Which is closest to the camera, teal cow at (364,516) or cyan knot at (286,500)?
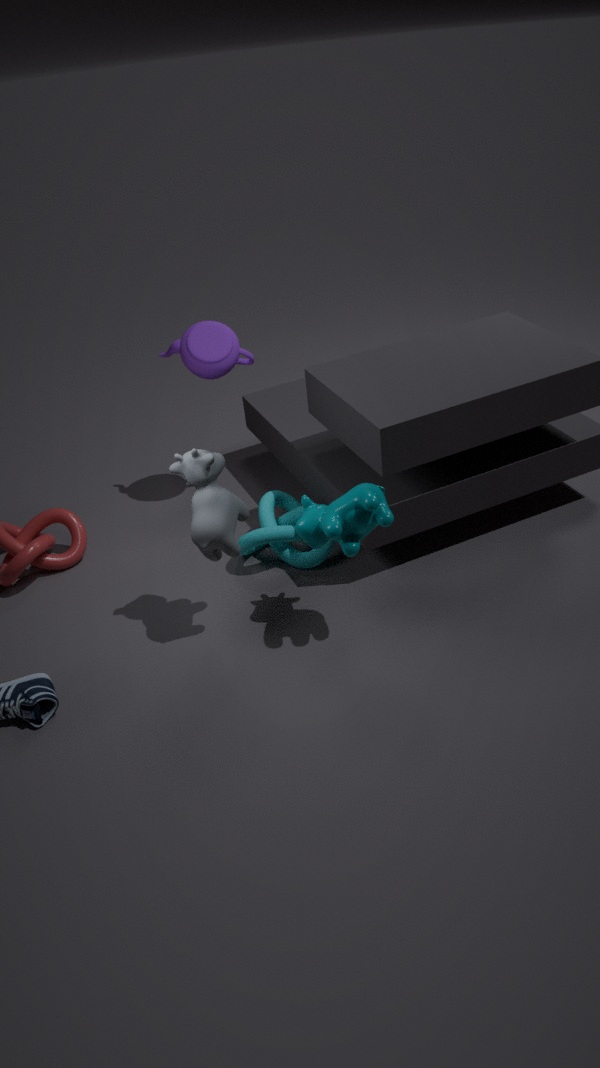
teal cow at (364,516)
